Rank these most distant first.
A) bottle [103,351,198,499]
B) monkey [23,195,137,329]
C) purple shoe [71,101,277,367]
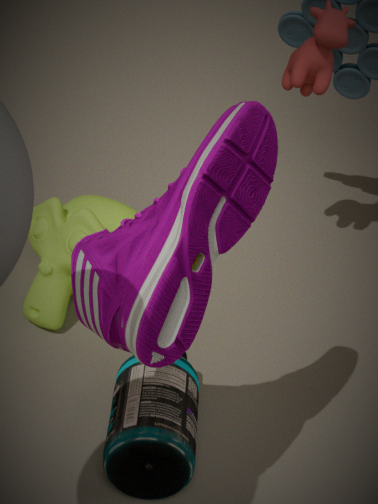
1. monkey [23,195,137,329]
2. bottle [103,351,198,499]
3. purple shoe [71,101,277,367]
